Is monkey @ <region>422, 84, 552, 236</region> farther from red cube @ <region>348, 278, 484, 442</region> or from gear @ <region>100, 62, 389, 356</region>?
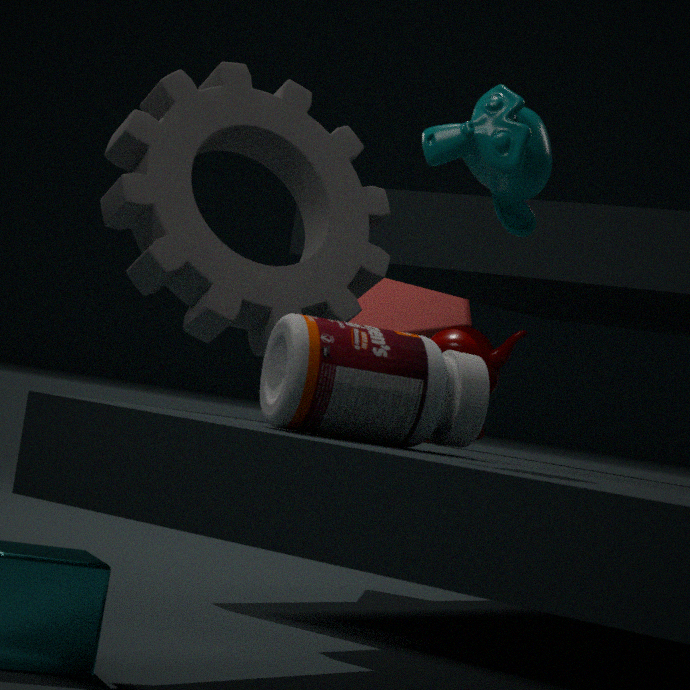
red cube @ <region>348, 278, 484, 442</region>
